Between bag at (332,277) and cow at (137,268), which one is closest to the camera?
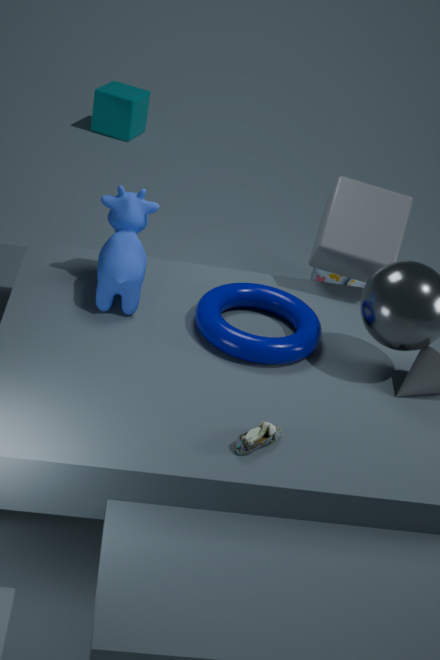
cow at (137,268)
